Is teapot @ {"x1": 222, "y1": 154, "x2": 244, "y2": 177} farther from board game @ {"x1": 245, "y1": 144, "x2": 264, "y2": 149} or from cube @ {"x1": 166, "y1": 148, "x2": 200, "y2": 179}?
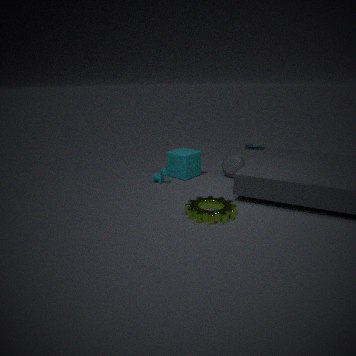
board game @ {"x1": 245, "y1": 144, "x2": 264, "y2": 149}
